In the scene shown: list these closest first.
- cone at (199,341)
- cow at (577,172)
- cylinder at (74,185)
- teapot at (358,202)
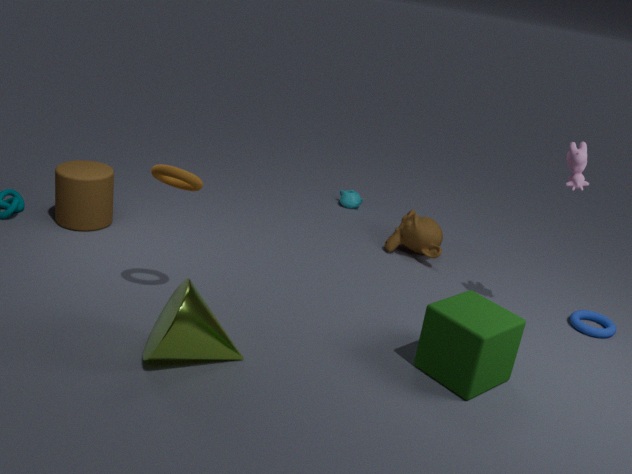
cone at (199,341)
cow at (577,172)
cylinder at (74,185)
teapot at (358,202)
